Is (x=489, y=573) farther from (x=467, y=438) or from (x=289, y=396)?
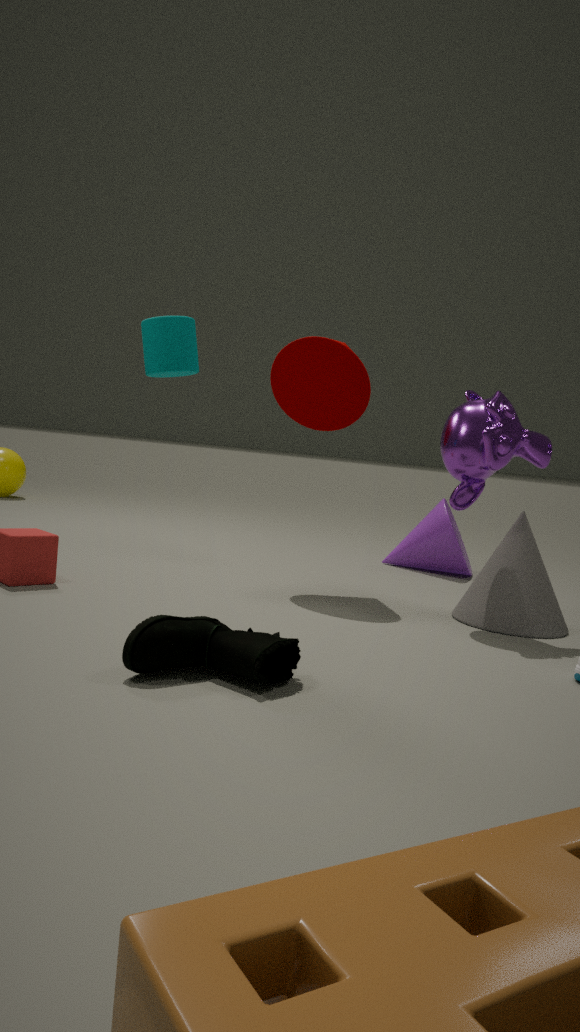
(x=289, y=396)
